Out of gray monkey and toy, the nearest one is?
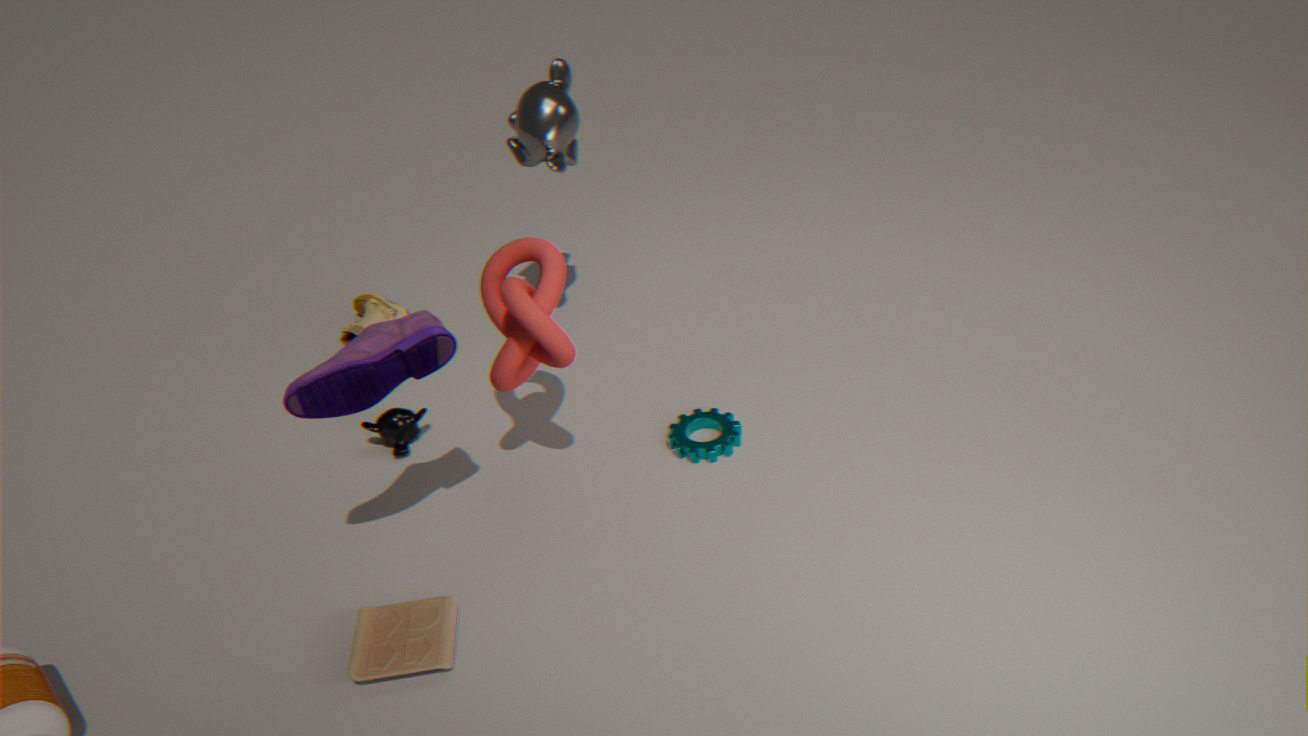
toy
